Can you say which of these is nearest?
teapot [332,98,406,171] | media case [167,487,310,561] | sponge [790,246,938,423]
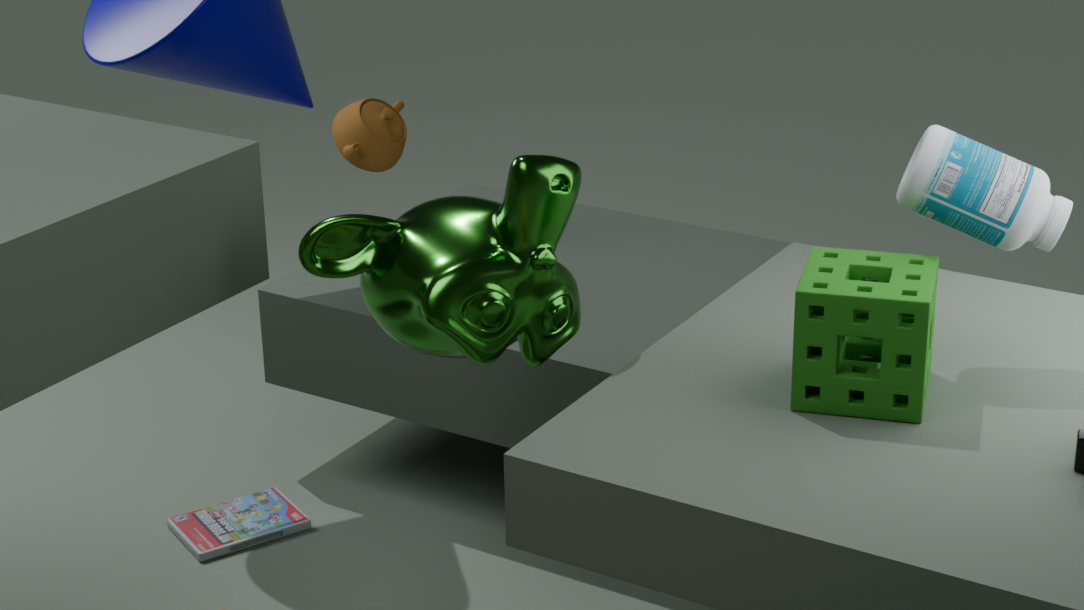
sponge [790,246,938,423]
